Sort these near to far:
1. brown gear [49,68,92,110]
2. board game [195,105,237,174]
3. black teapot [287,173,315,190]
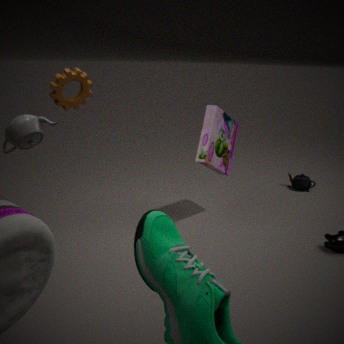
brown gear [49,68,92,110] → board game [195,105,237,174] → black teapot [287,173,315,190]
